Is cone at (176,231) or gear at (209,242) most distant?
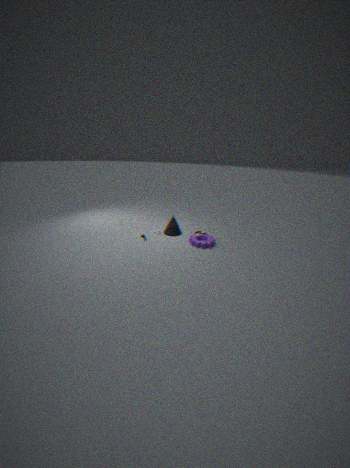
cone at (176,231)
